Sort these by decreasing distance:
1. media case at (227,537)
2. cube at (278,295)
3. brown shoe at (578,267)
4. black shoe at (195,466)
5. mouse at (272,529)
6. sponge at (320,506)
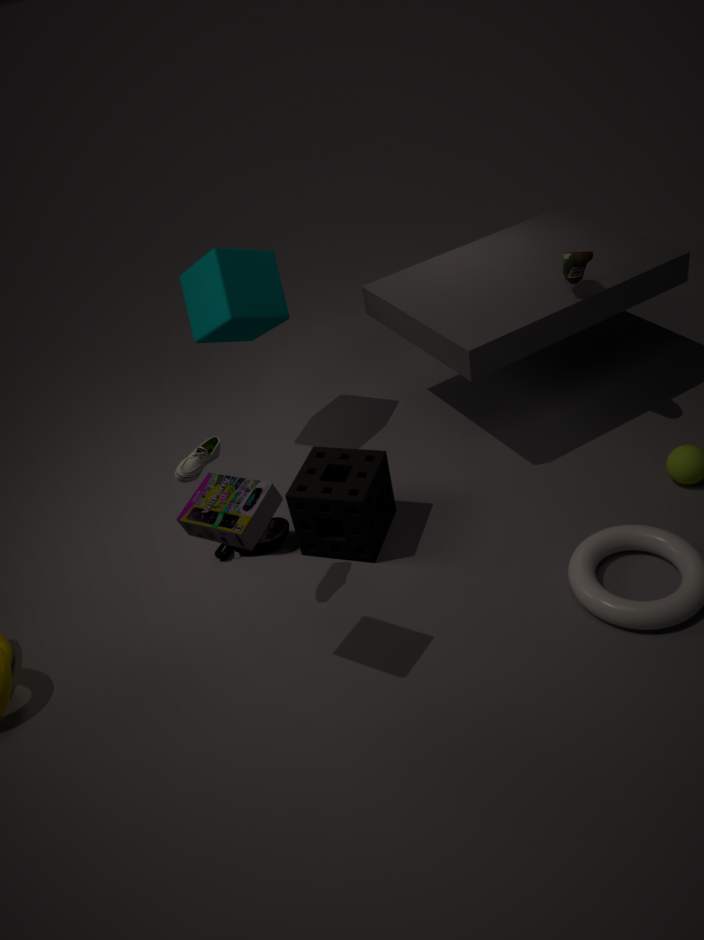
cube at (278,295), mouse at (272,529), brown shoe at (578,267), sponge at (320,506), black shoe at (195,466), media case at (227,537)
